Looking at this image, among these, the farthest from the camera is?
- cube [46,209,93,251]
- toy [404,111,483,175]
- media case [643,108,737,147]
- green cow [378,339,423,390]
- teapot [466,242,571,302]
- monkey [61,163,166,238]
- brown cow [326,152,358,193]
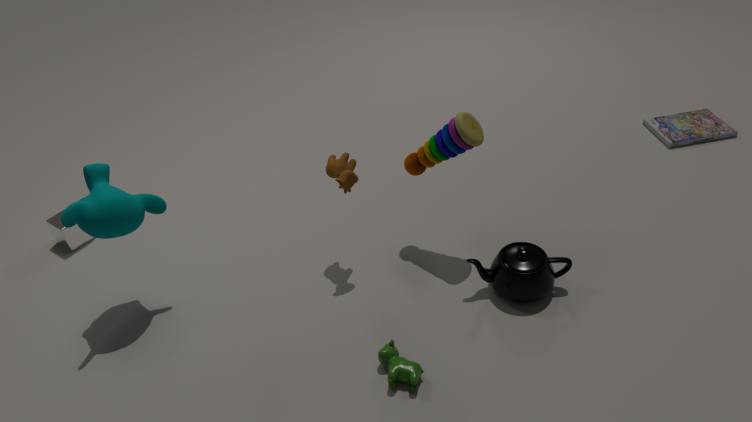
media case [643,108,737,147]
